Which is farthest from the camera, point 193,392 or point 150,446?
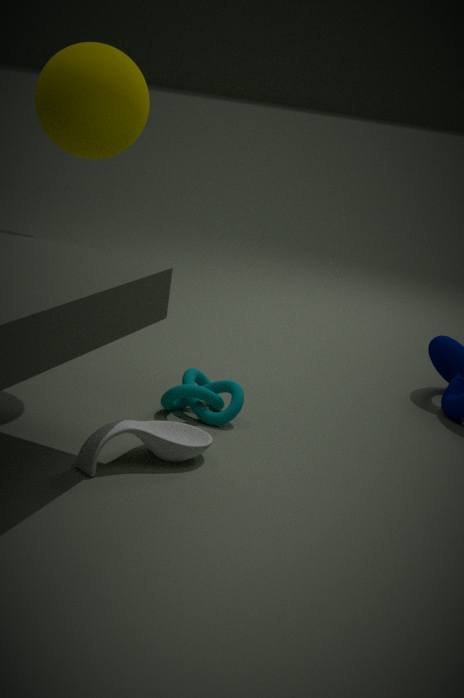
point 193,392
